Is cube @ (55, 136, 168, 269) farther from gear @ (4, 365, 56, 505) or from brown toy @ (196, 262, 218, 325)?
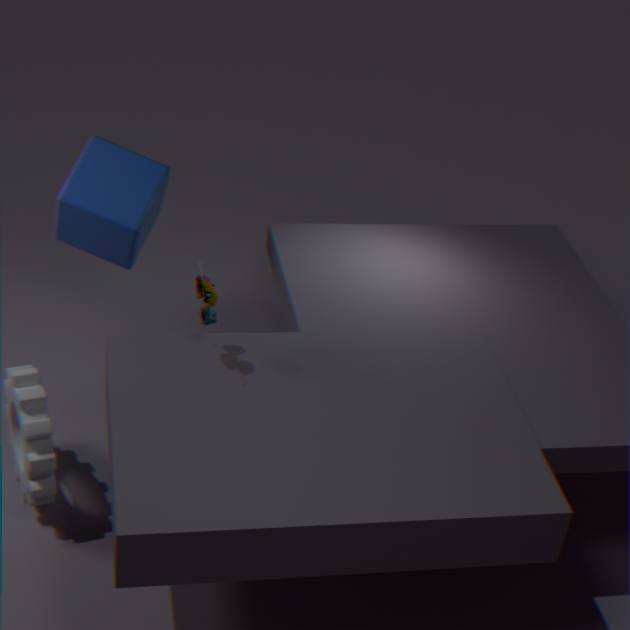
gear @ (4, 365, 56, 505)
